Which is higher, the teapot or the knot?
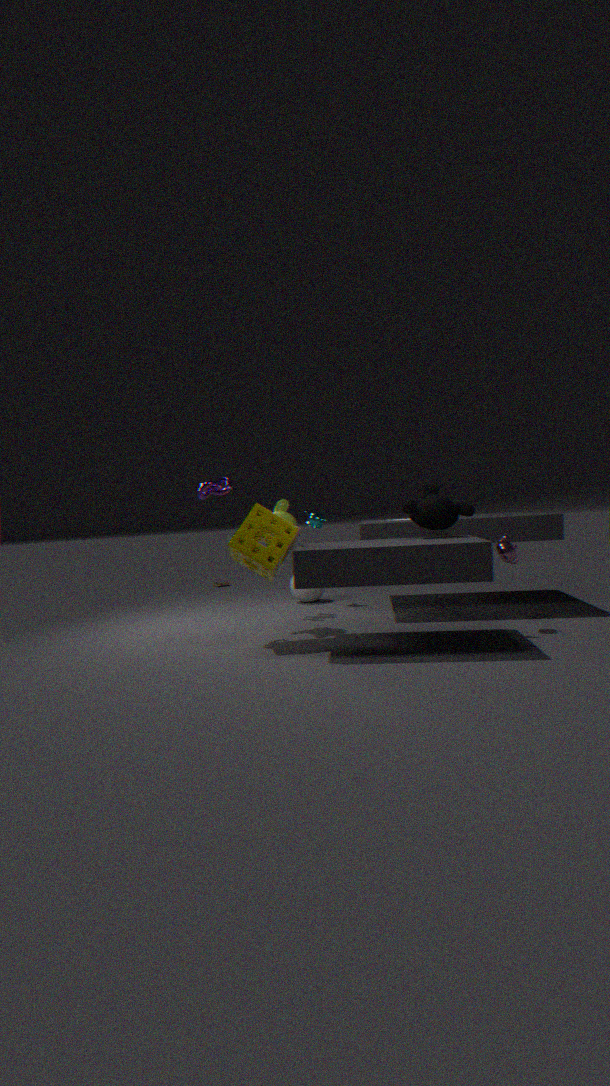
the knot
